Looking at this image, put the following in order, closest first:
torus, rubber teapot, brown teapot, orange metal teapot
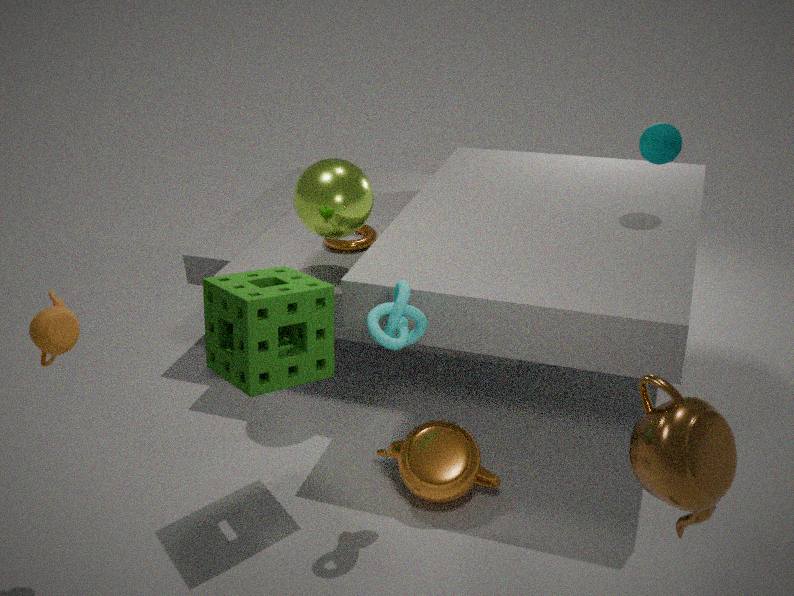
brown teapot < rubber teapot < orange metal teapot < torus
